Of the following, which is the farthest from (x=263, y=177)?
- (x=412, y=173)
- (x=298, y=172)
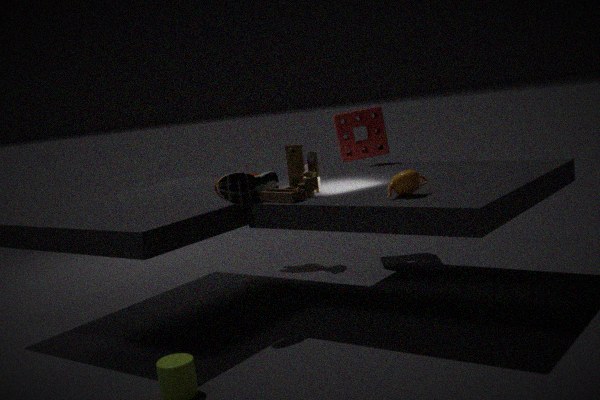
(x=412, y=173)
